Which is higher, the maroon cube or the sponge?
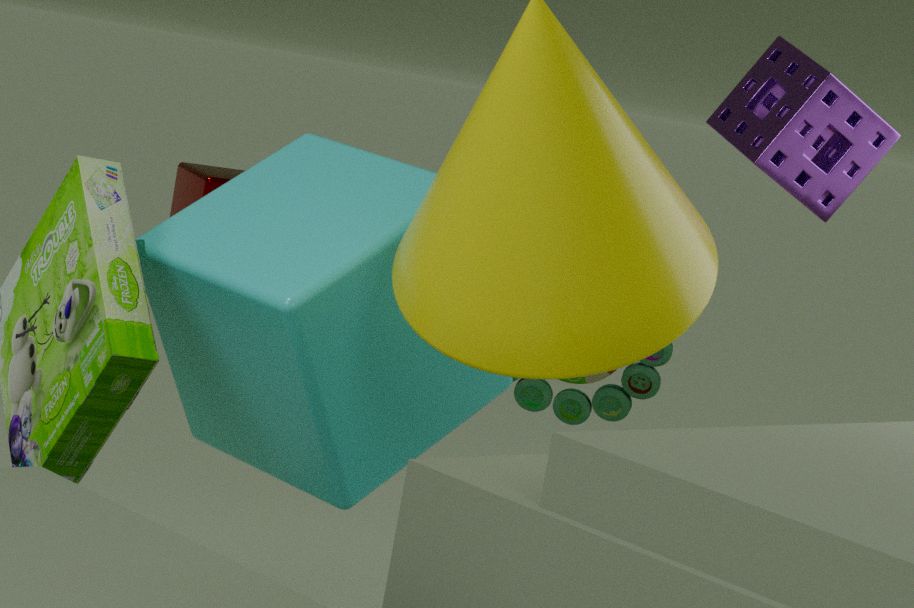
the sponge
